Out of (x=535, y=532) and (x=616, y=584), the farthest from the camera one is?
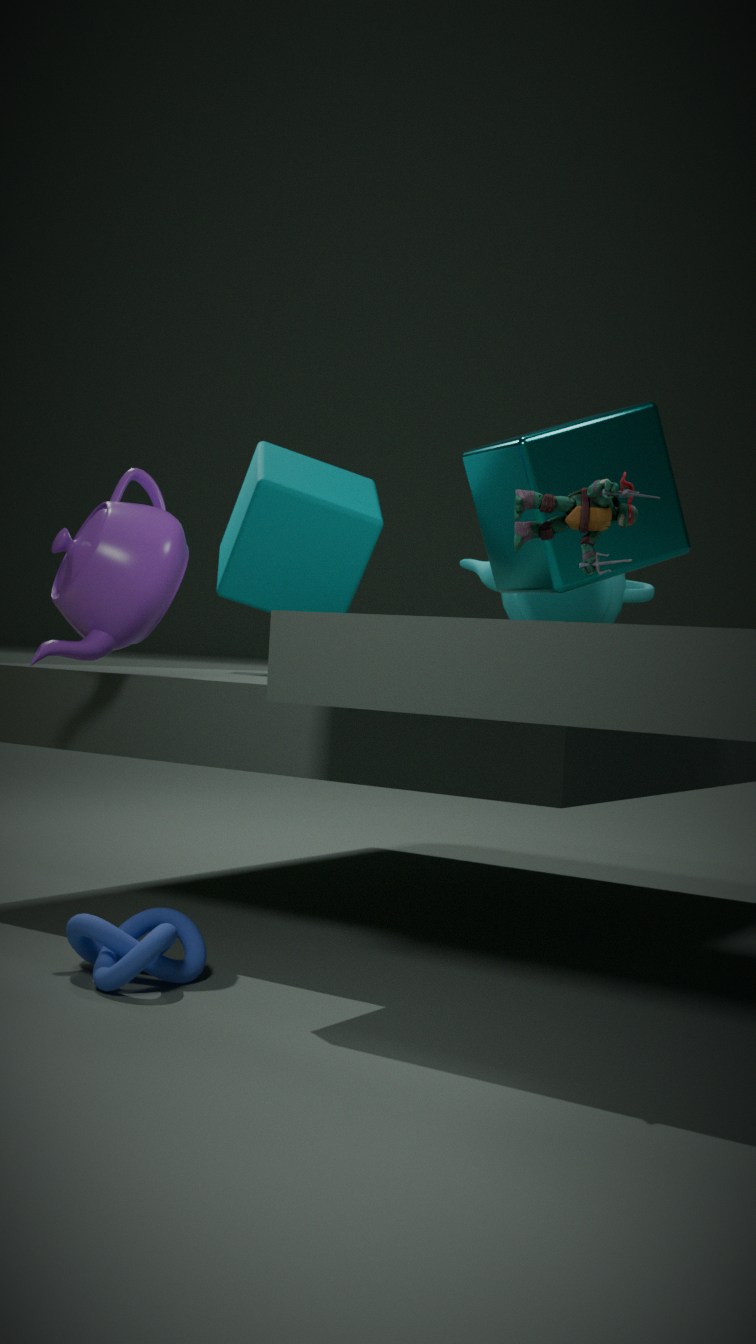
(x=616, y=584)
